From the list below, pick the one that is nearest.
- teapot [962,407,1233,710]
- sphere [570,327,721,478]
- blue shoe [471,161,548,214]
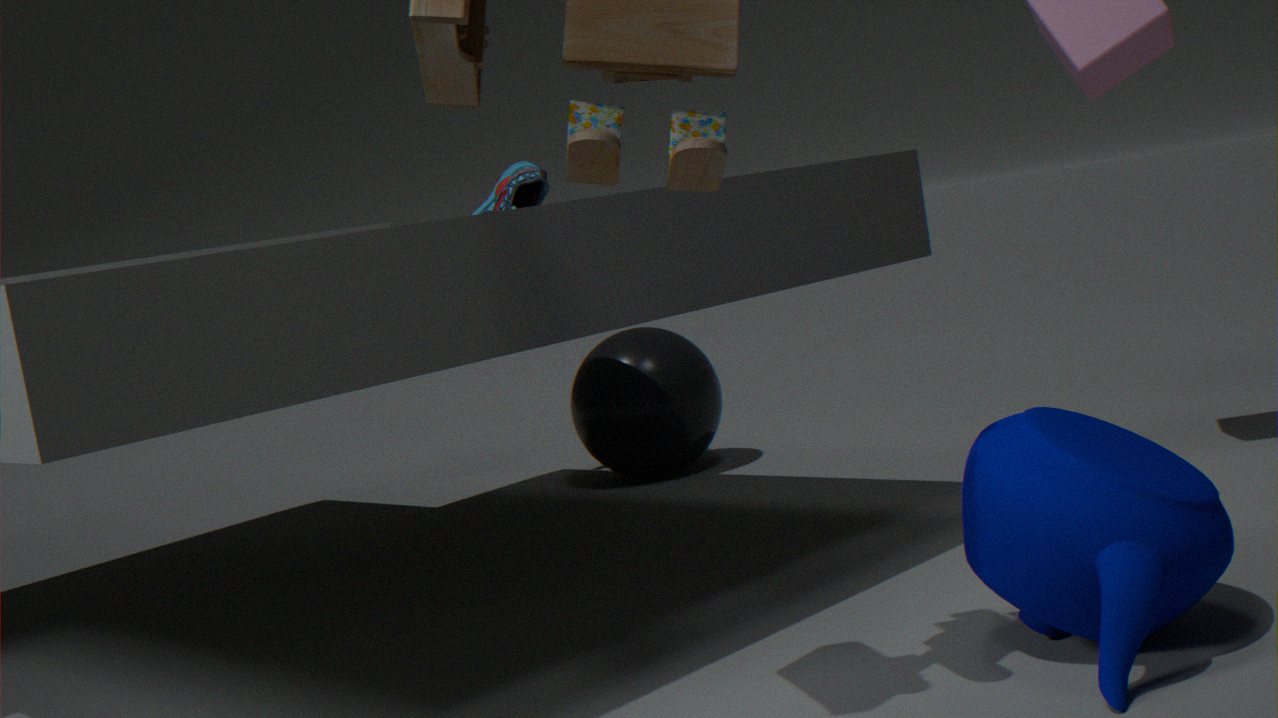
teapot [962,407,1233,710]
